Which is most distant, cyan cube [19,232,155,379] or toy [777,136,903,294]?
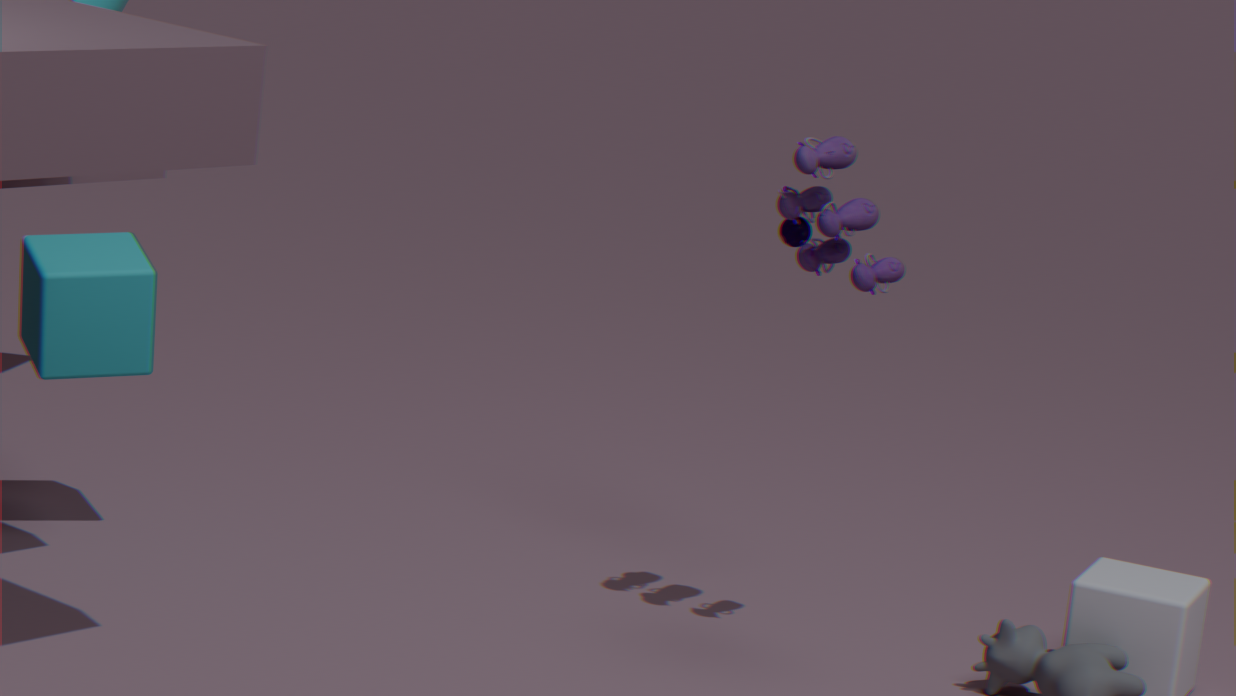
cyan cube [19,232,155,379]
